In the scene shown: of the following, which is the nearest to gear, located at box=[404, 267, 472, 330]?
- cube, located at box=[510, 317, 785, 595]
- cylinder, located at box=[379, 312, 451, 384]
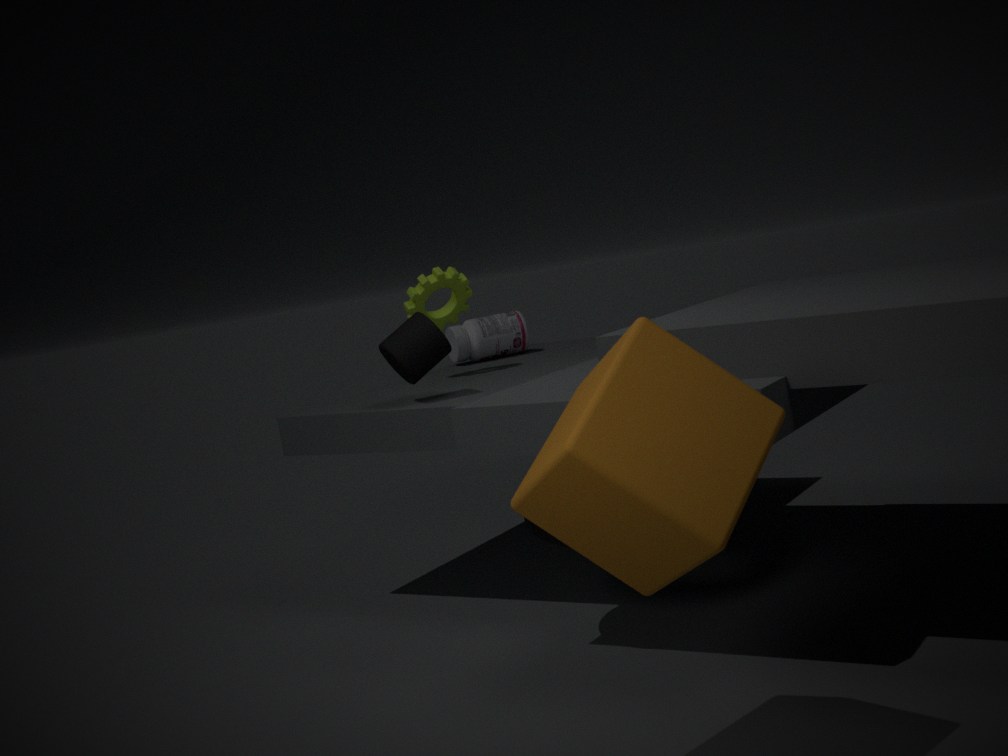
cylinder, located at box=[379, 312, 451, 384]
